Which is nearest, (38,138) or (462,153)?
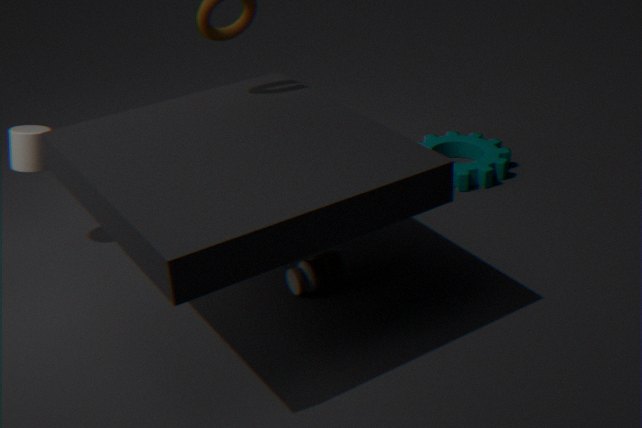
(38,138)
